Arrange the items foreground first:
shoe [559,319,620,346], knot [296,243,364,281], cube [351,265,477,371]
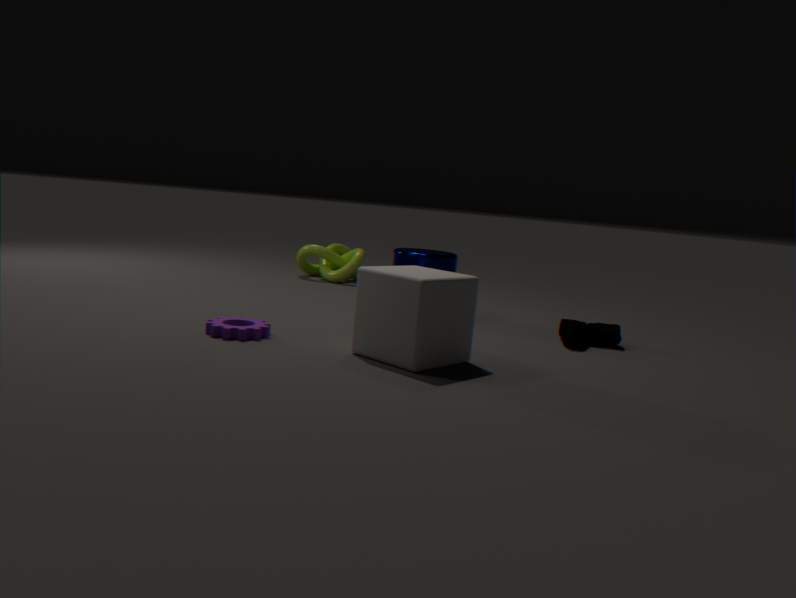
cube [351,265,477,371], shoe [559,319,620,346], knot [296,243,364,281]
